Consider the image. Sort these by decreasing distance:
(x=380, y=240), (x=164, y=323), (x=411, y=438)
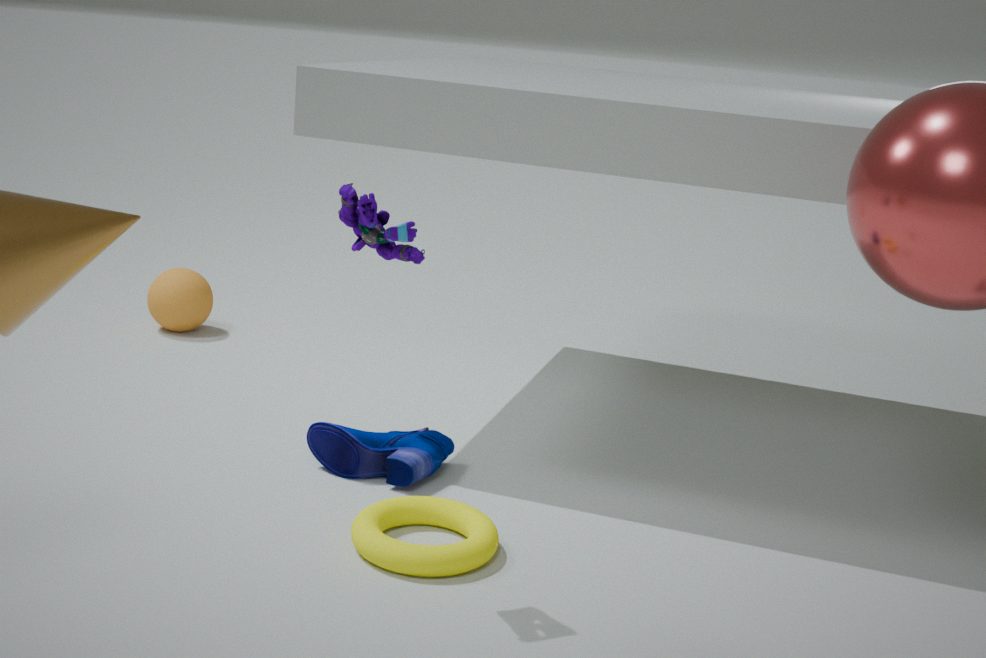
(x=164, y=323) → (x=411, y=438) → (x=380, y=240)
